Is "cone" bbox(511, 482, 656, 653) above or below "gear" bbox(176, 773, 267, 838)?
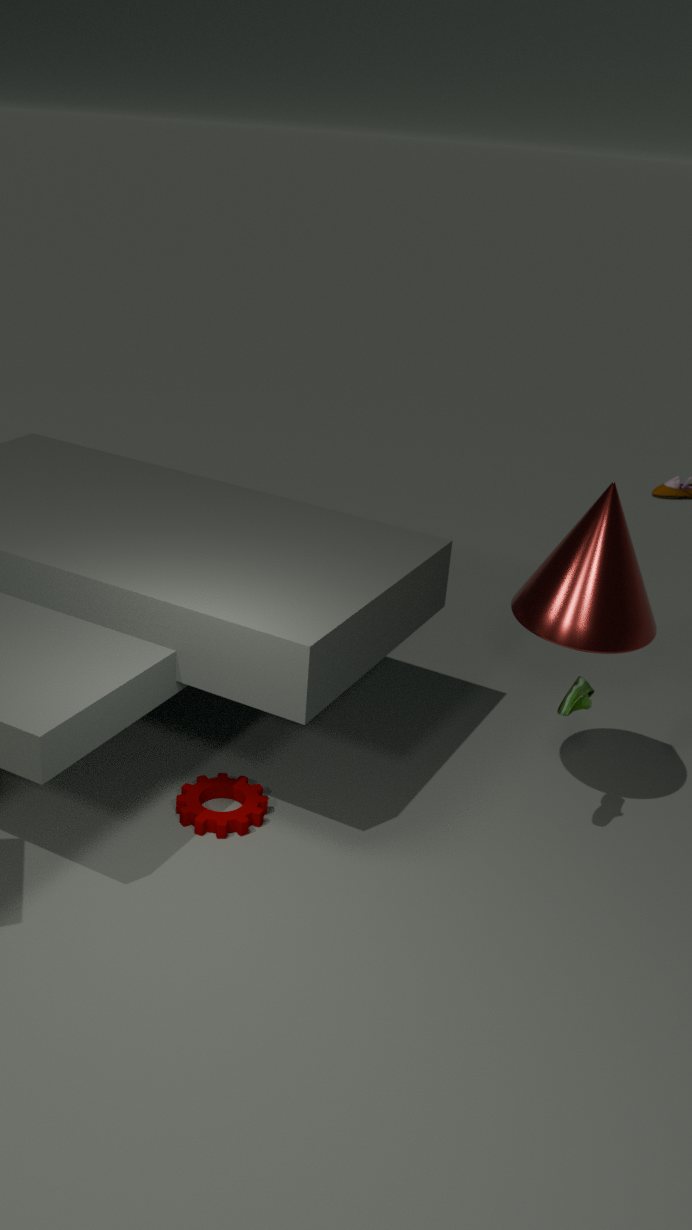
above
